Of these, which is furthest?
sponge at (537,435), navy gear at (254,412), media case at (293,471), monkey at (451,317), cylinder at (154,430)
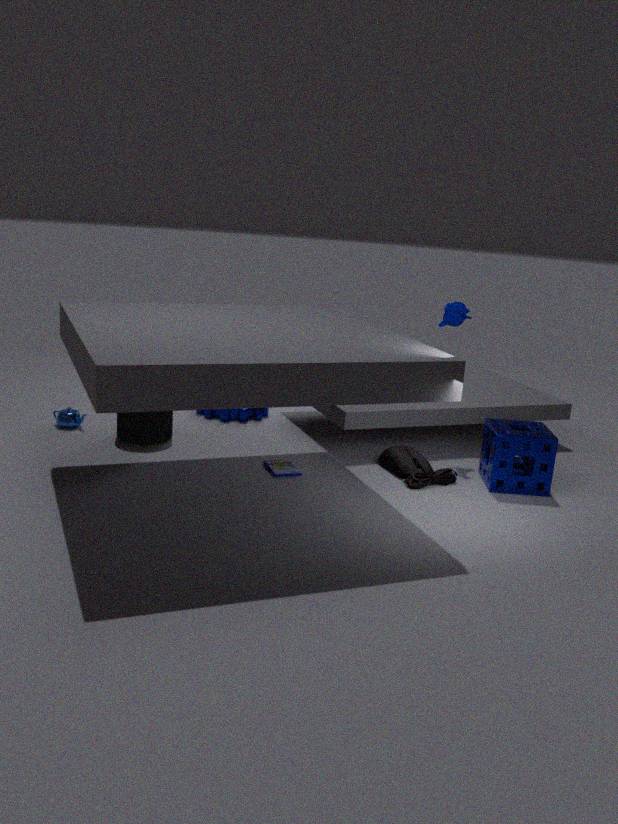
navy gear at (254,412)
